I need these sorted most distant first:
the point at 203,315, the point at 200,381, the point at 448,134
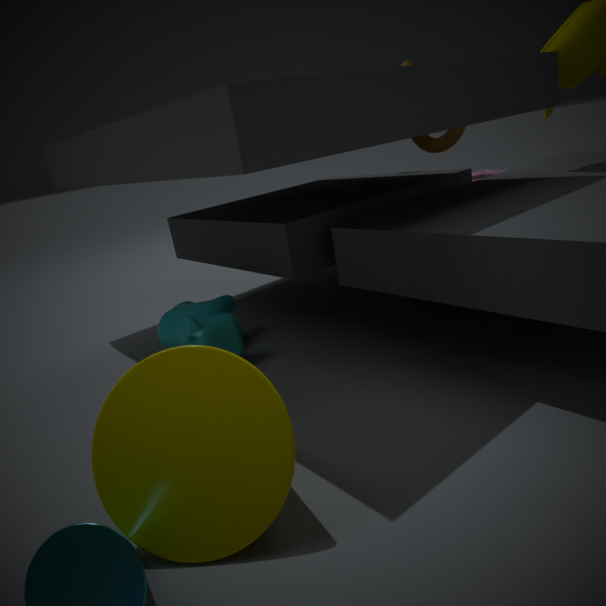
the point at 448,134
the point at 203,315
the point at 200,381
